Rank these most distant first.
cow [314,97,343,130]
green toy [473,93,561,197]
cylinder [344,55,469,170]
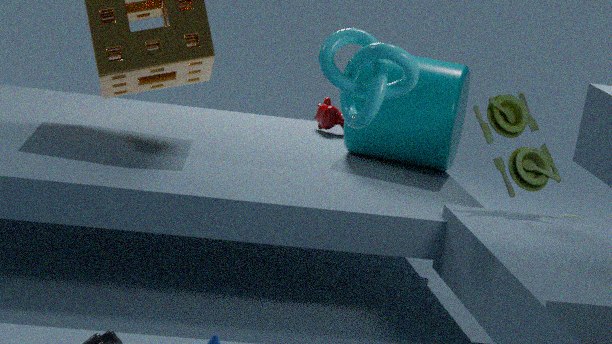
cow [314,97,343,130] < cylinder [344,55,469,170] < green toy [473,93,561,197]
